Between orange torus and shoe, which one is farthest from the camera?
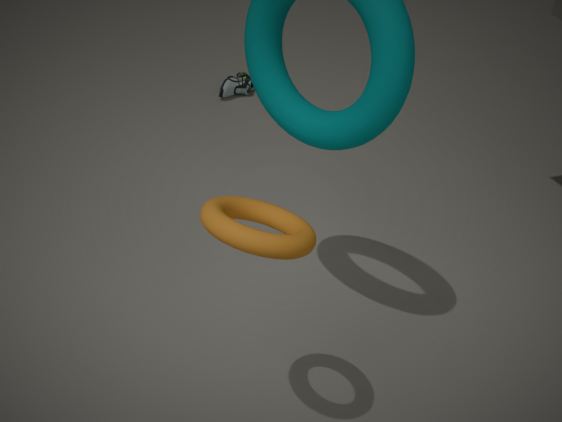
shoe
